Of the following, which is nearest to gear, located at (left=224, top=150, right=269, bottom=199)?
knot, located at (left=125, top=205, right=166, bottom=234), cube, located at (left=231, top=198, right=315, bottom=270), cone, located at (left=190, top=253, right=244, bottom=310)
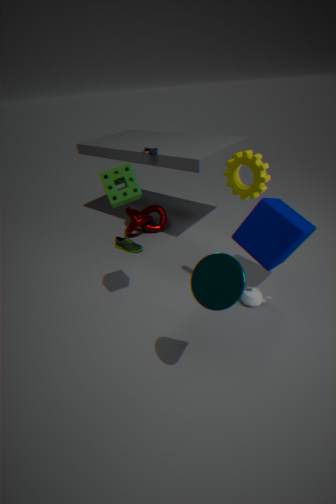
cube, located at (left=231, top=198, right=315, bottom=270)
